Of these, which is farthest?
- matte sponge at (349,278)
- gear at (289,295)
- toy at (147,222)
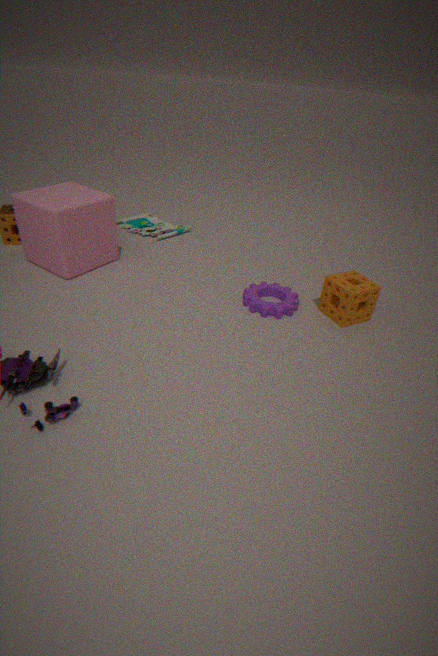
toy at (147,222)
